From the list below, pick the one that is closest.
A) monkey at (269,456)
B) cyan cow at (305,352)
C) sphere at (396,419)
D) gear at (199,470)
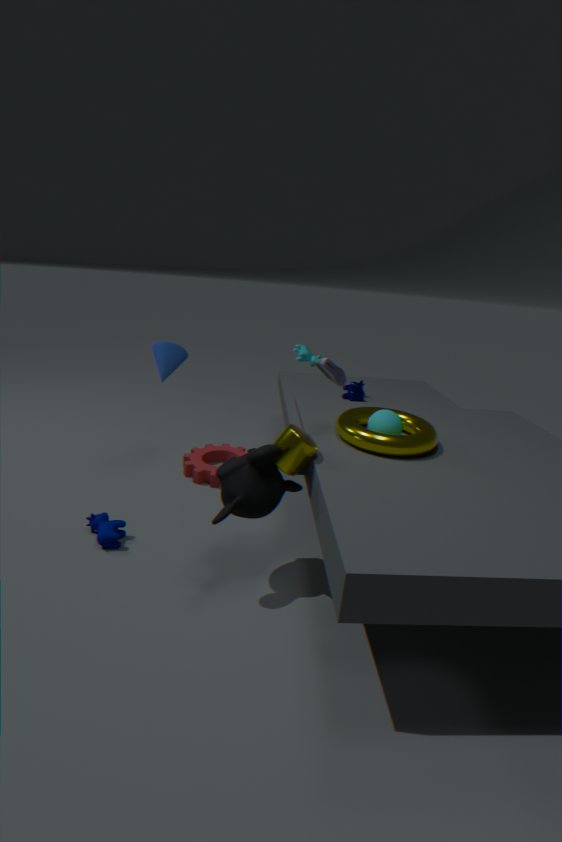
monkey at (269,456)
